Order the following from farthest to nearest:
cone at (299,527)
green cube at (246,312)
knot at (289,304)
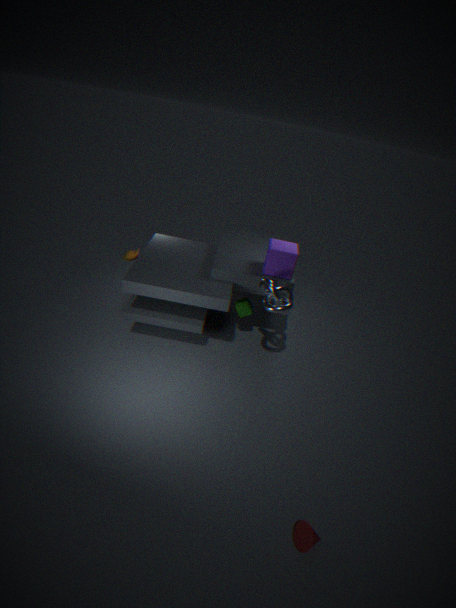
green cube at (246,312), knot at (289,304), cone at (299,527)
